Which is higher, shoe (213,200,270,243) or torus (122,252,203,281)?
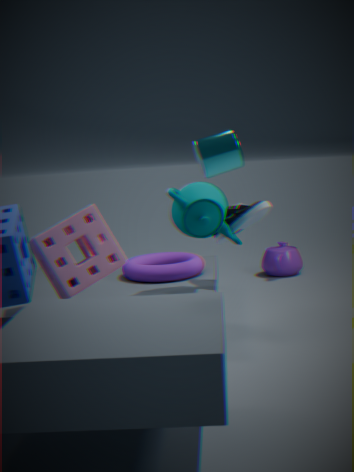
shoe (213,200,270,243)
